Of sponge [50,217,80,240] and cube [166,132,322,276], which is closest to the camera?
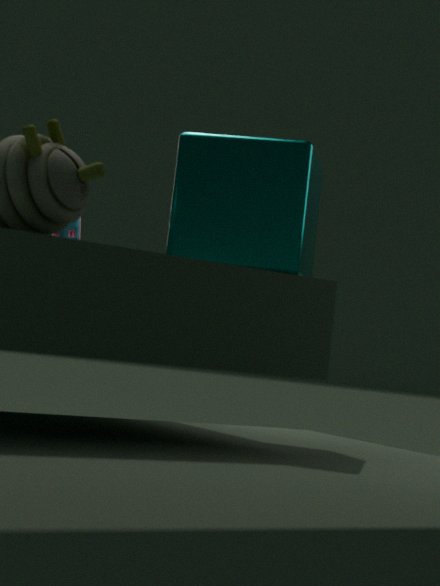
cube [166,132,322,276]
